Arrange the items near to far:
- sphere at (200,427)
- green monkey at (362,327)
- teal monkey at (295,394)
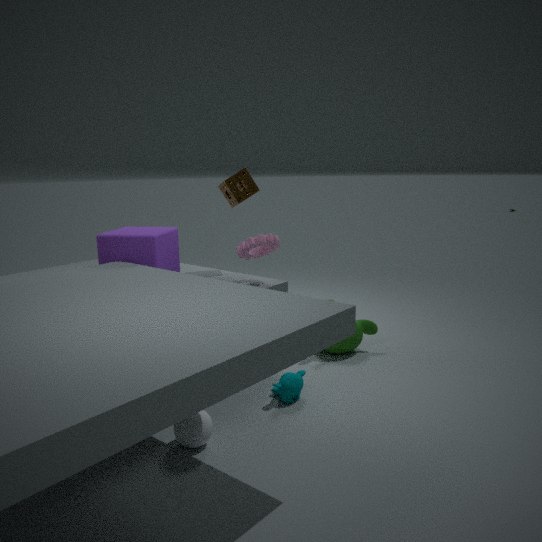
1. sphere at (200,427)
2. teal monkey at (295,394)
3. green monkey at (362,327)
